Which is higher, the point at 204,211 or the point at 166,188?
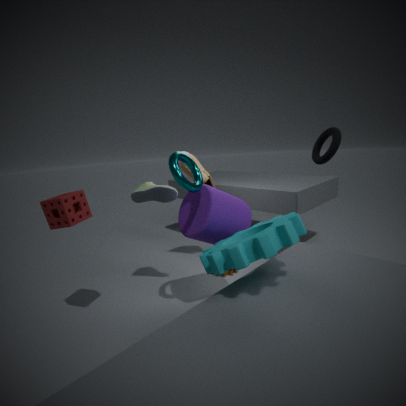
the point at 166,188
